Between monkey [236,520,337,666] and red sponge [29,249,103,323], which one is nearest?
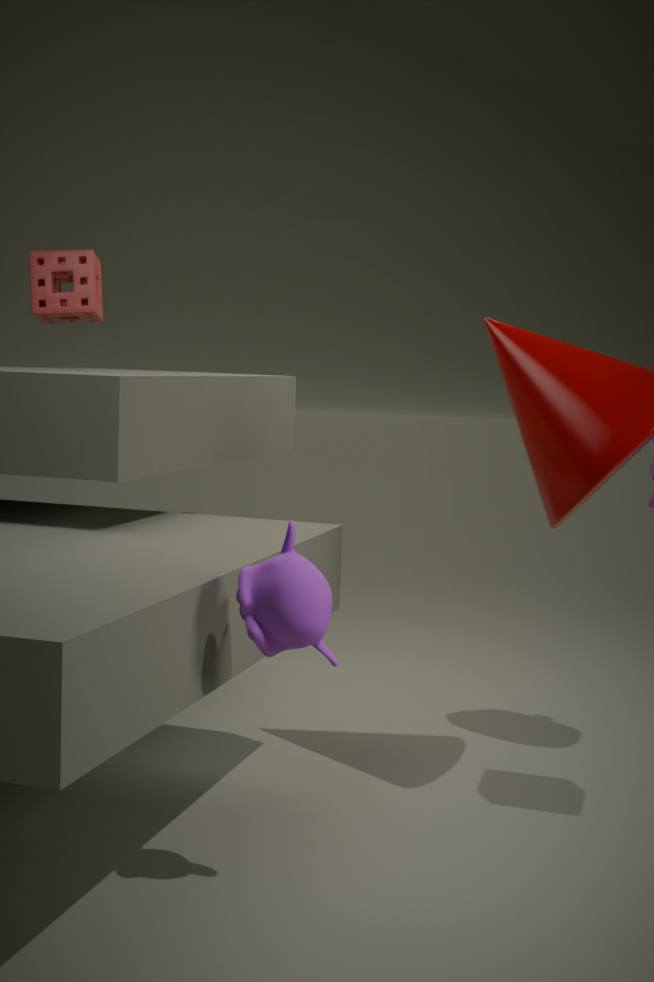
monkey [236,520,337,666]
